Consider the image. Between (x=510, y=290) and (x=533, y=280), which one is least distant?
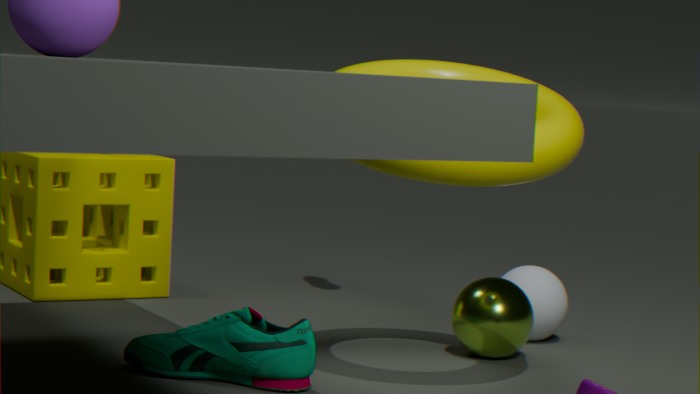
(x=510, y=290)
